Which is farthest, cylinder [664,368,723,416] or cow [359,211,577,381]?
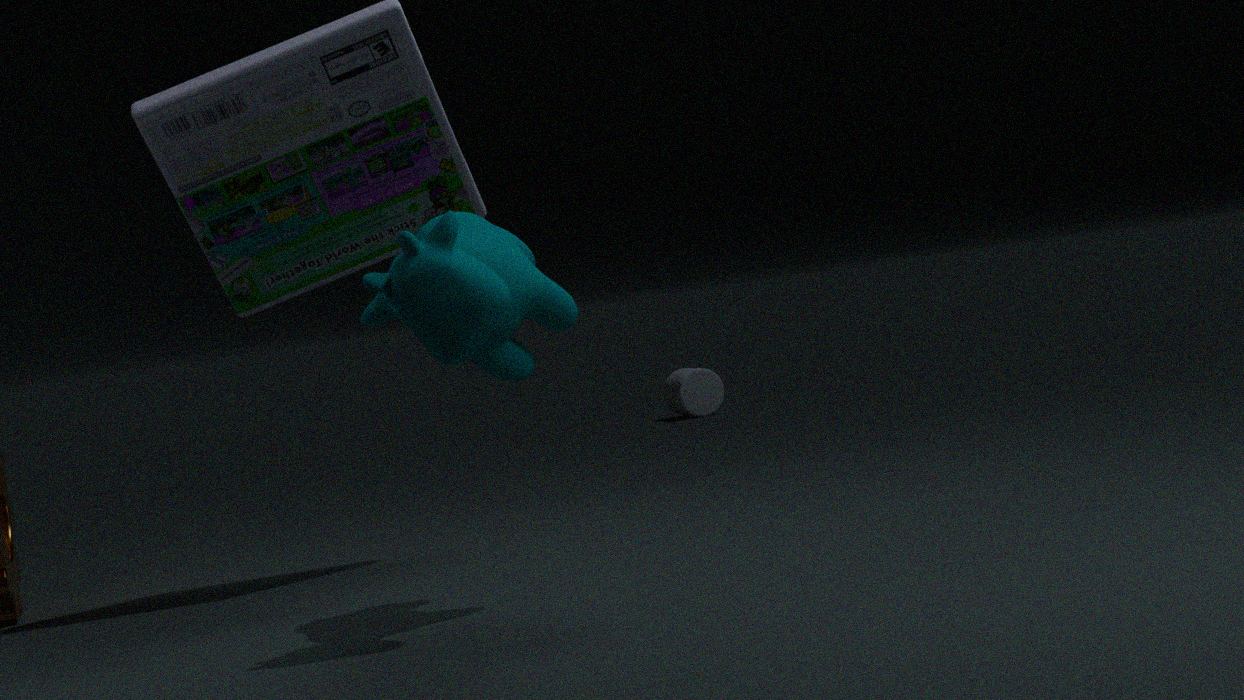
cylinder [664,368,723,416]
